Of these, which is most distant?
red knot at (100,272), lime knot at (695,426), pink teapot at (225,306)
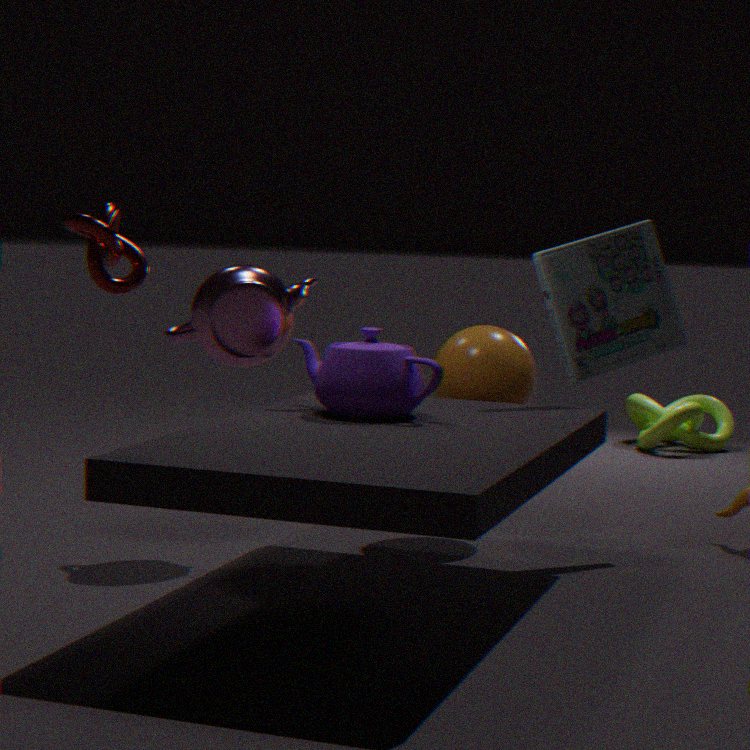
lime knot at (695,426)
